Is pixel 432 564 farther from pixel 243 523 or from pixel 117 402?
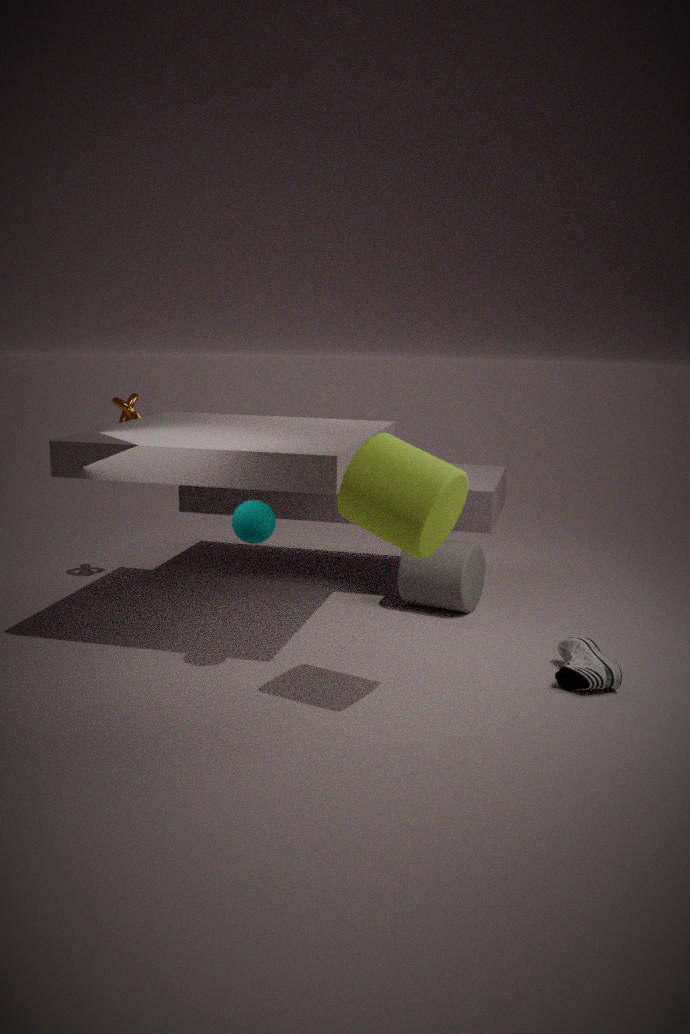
pixel 117 402
